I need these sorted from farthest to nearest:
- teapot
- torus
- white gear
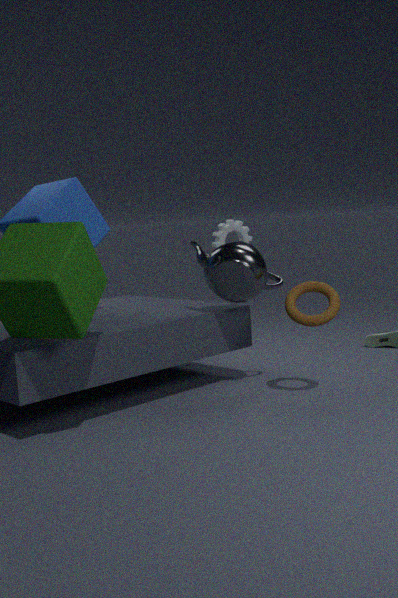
white gear → teapot → torus
